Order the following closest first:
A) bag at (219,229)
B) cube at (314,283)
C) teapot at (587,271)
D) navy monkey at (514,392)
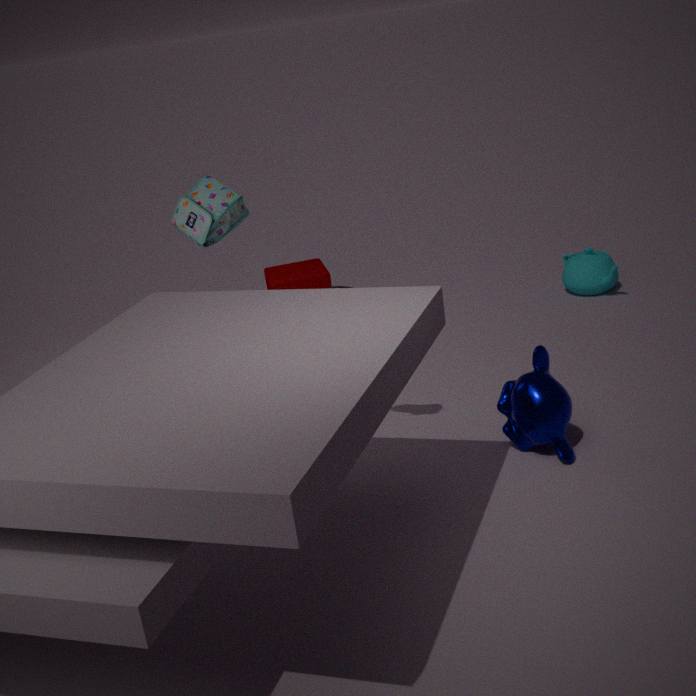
navy monkey at (514,392) → bag at (219,229) → cube at (314,283) → teapot at (587,271)
